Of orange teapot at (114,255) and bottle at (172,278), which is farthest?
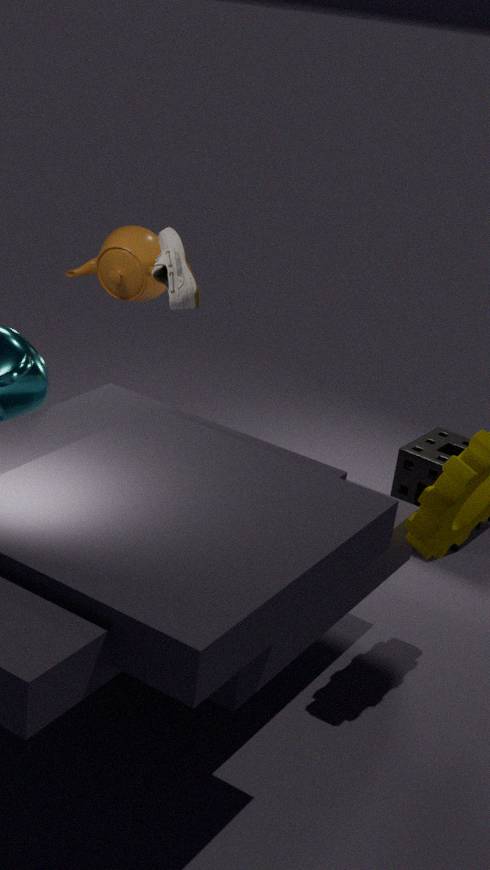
orange teapot at (114,255)
